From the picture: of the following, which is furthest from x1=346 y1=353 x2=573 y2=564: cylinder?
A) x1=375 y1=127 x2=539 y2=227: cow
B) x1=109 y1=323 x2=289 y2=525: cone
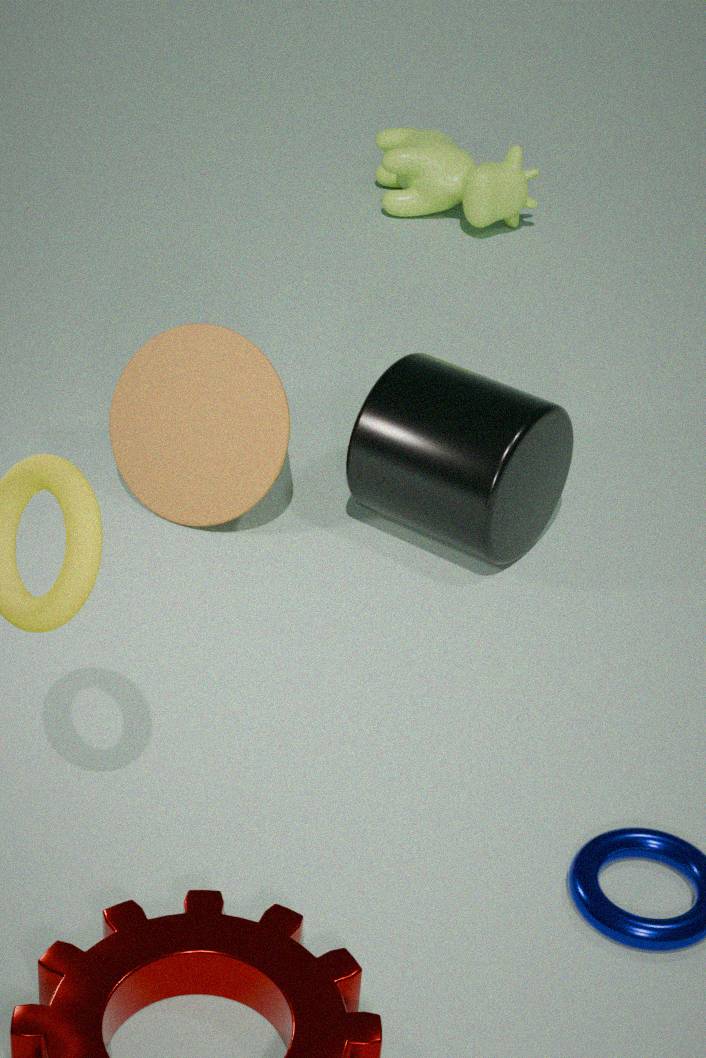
x1=375 y1=127 x2=539 y2=227: cow
